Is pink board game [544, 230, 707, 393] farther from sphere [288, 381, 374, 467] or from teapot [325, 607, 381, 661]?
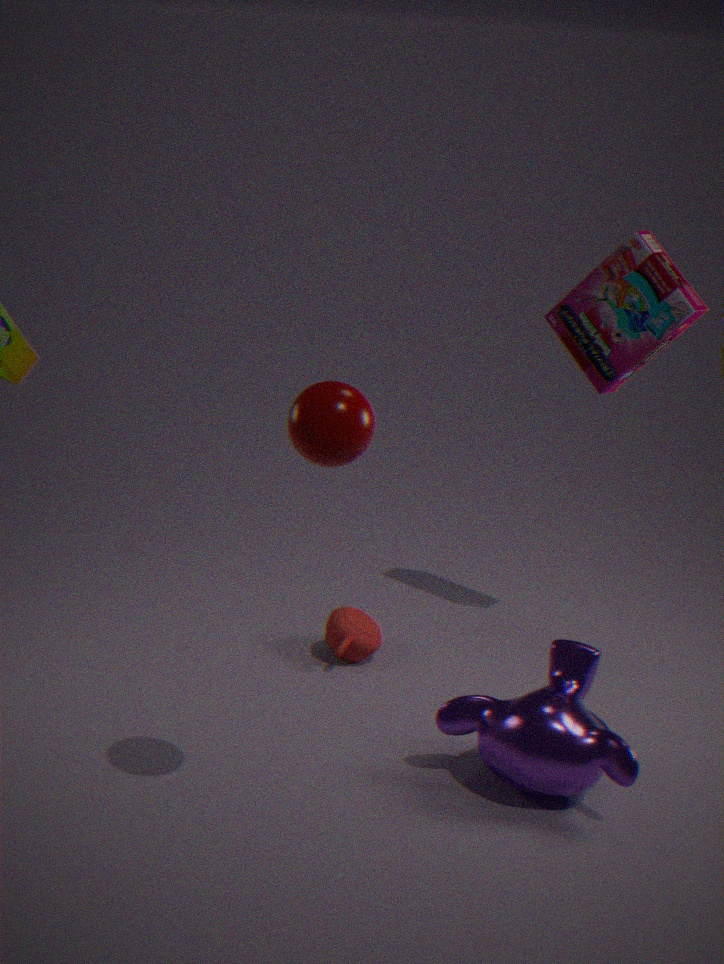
sphere [288, 381, 374, 467]
